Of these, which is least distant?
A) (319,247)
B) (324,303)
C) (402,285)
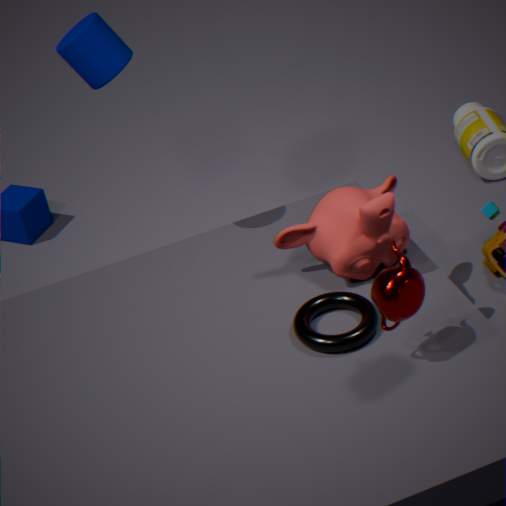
(402,285)
